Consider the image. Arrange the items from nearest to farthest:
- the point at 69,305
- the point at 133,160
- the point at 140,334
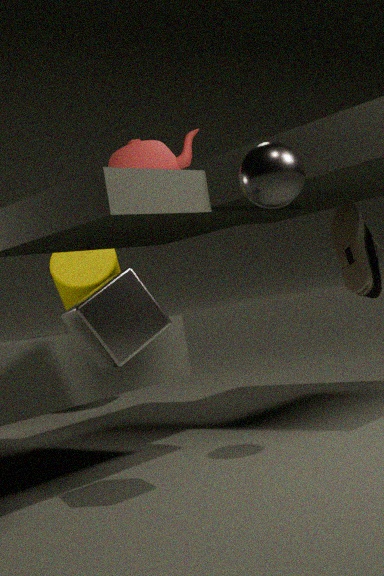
the point at 140,334, the point at 133,160, the point at 69,305
